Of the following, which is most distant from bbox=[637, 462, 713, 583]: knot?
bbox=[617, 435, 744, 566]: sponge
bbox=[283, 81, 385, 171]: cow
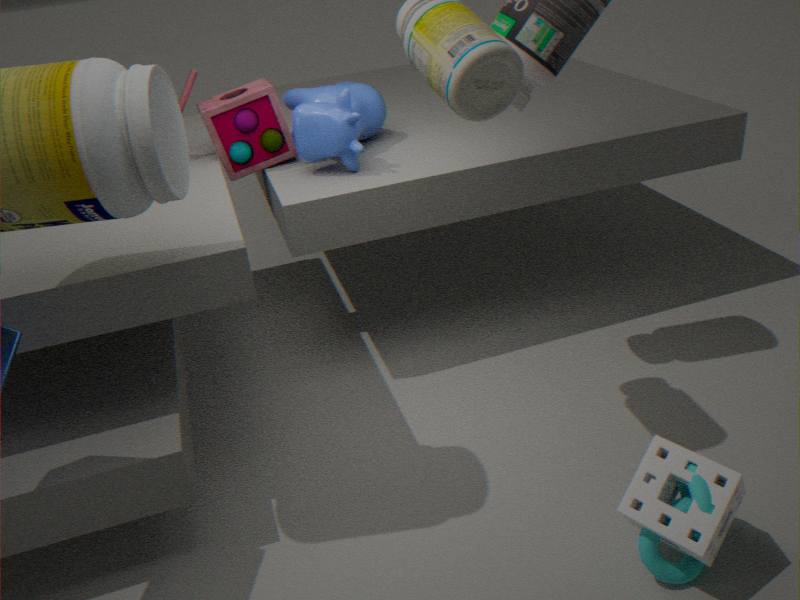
bbox=[283, 81, 385, 171]: cow
